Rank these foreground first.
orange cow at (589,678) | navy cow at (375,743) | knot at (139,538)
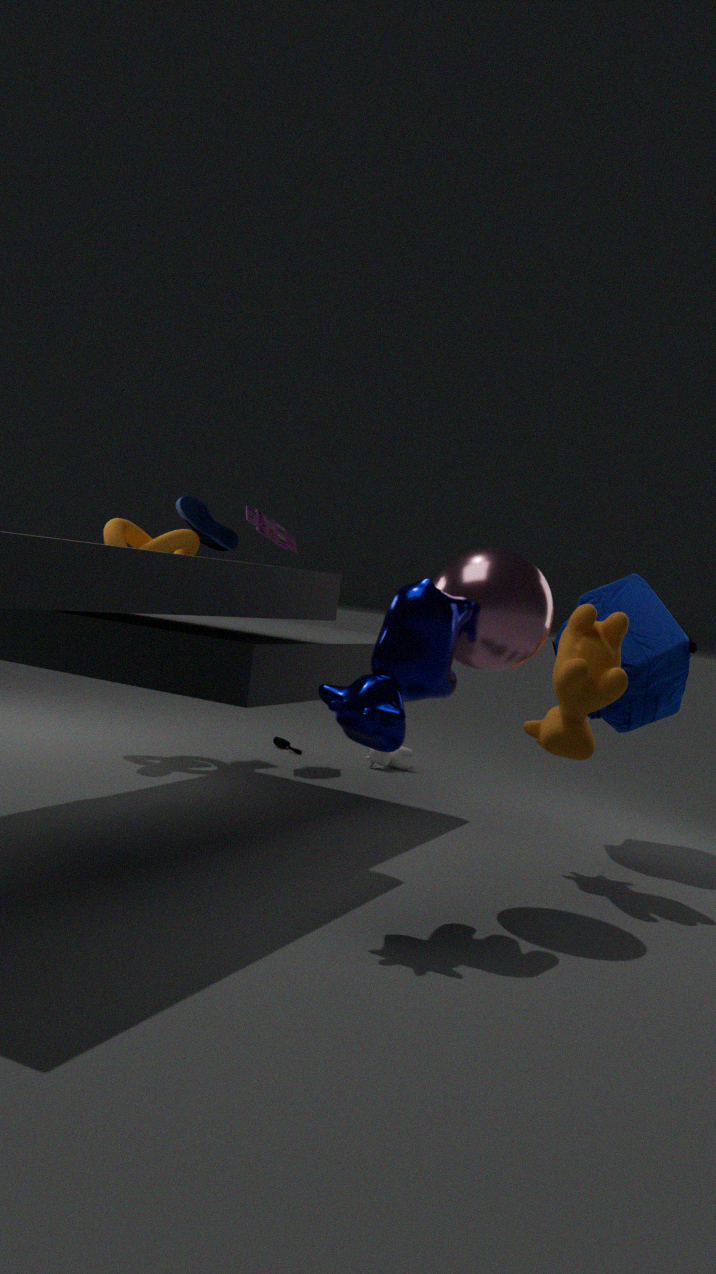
navy cow at (375,743) < orange cow at (589,678) < knot at (139,538)
